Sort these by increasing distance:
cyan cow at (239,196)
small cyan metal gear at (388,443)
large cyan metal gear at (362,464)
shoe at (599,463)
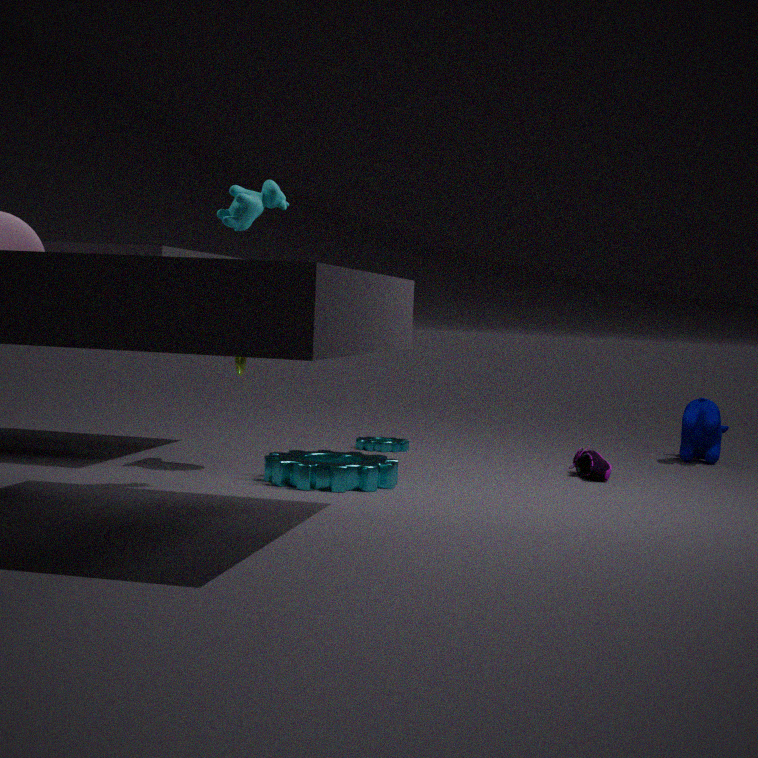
cyan cow at (239,196), large cyan metal gear at (362,464), shoe at (599,463), small cyan metal gear at (388,443)
